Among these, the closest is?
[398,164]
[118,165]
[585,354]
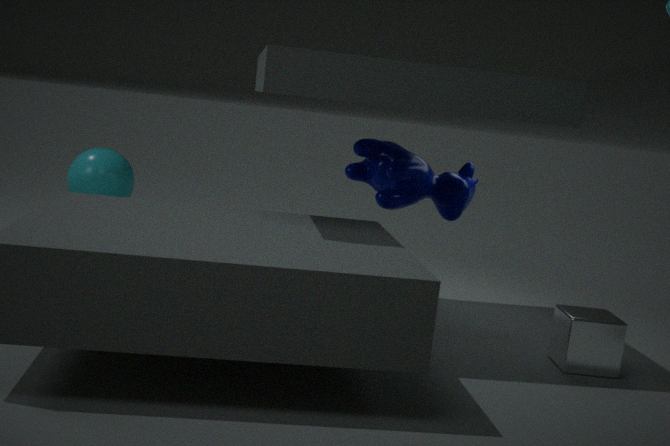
[585,354]
